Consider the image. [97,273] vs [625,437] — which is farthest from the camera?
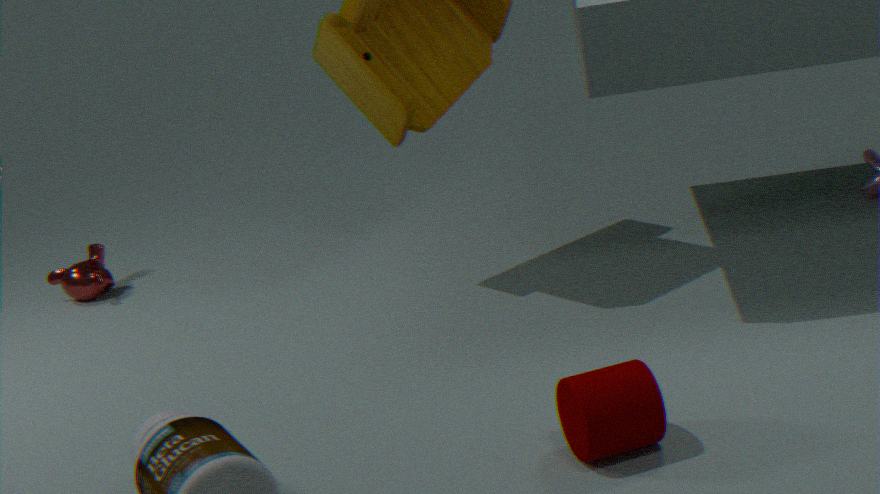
[97,273]
